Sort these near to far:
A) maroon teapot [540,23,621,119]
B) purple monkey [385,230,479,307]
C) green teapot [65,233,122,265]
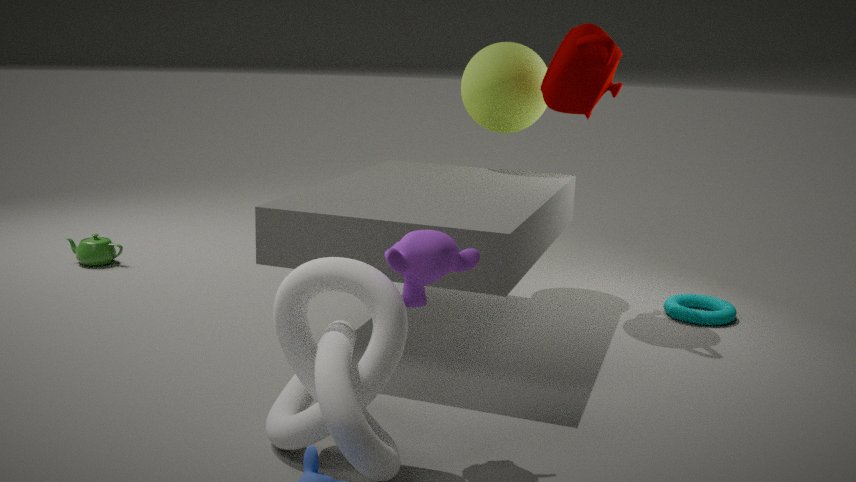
purple monkey [385,230,479,307] < maroon teapot [540,23,621,119] < green teapot [65,233,122,265]
